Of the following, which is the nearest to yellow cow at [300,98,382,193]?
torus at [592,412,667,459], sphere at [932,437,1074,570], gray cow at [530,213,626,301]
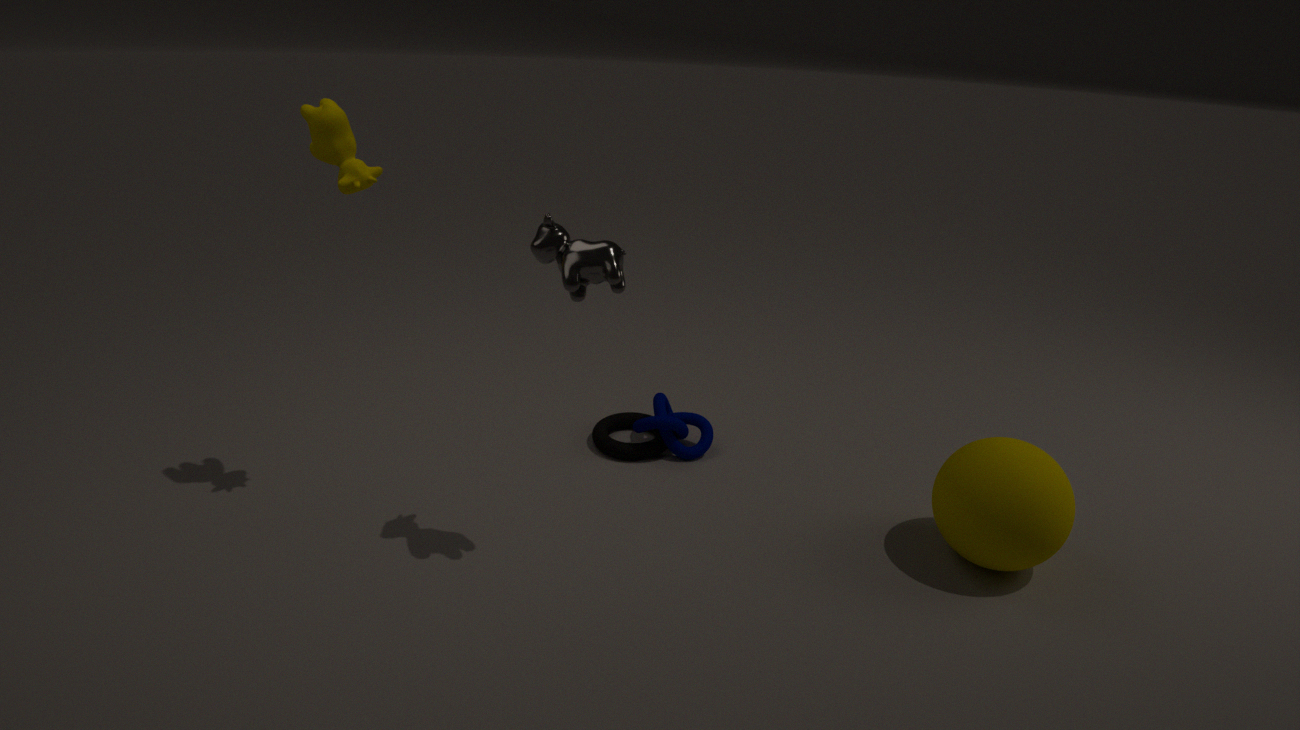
gray cow at [530,213,626,301]
